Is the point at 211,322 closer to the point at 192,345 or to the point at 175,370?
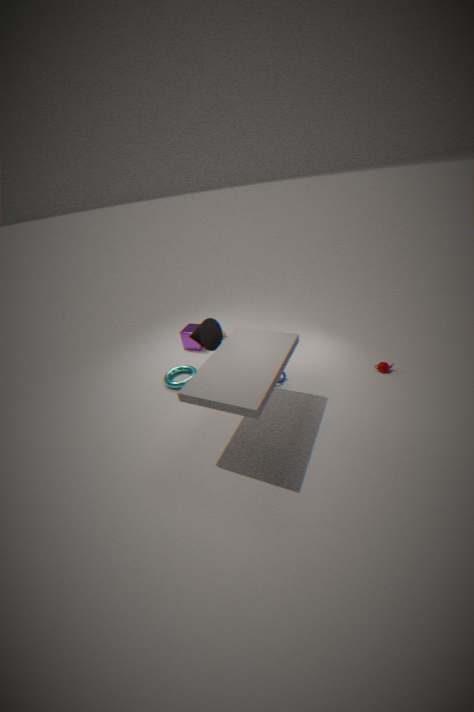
the point at 175,370
